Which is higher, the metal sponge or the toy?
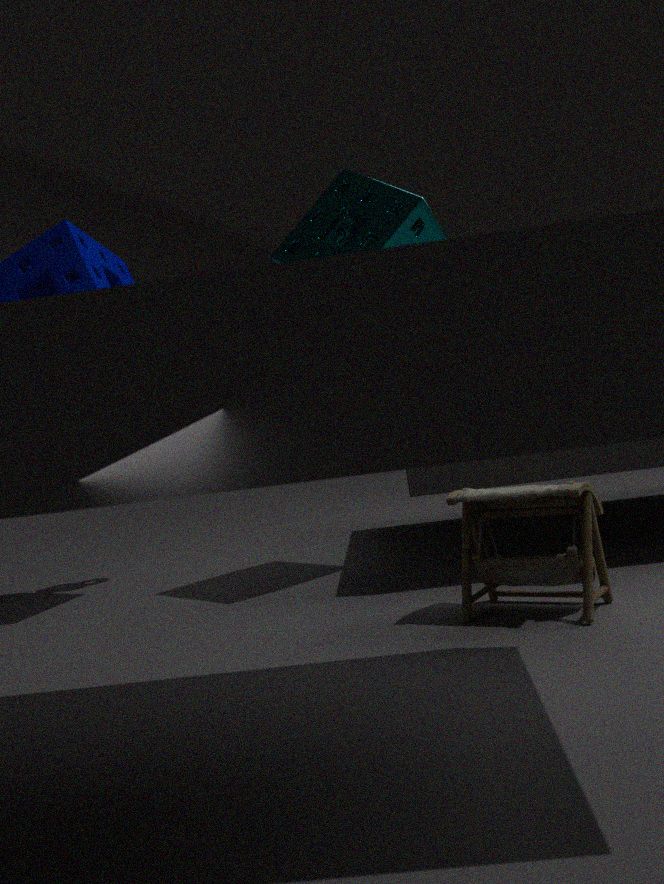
the metal sponge
